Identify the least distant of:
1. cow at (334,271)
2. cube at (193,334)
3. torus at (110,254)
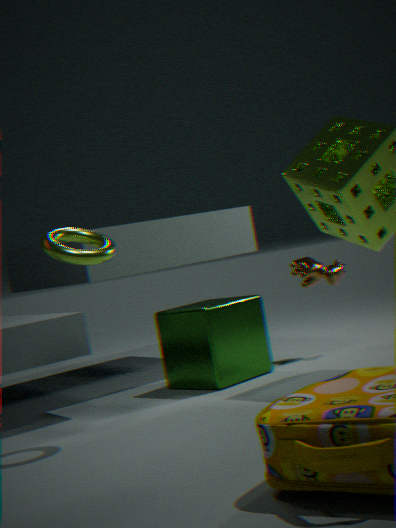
torus at (110,254)
